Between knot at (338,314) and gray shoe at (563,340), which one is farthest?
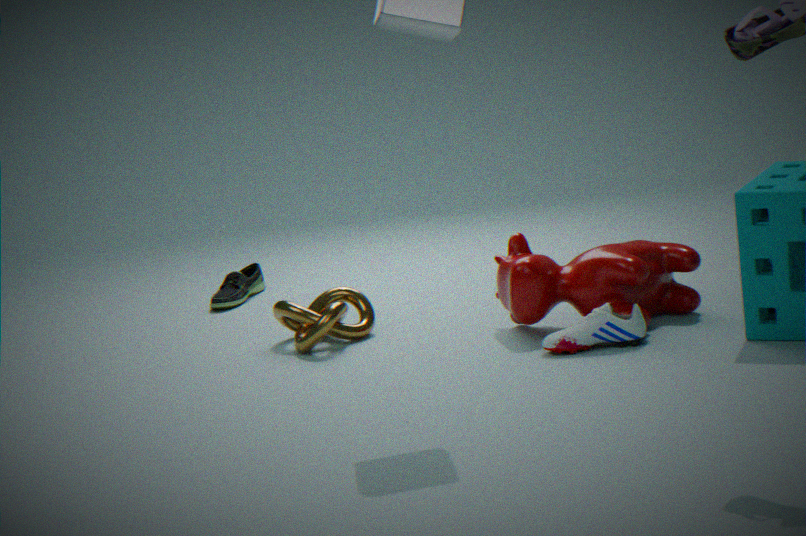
knot at (338,314)
